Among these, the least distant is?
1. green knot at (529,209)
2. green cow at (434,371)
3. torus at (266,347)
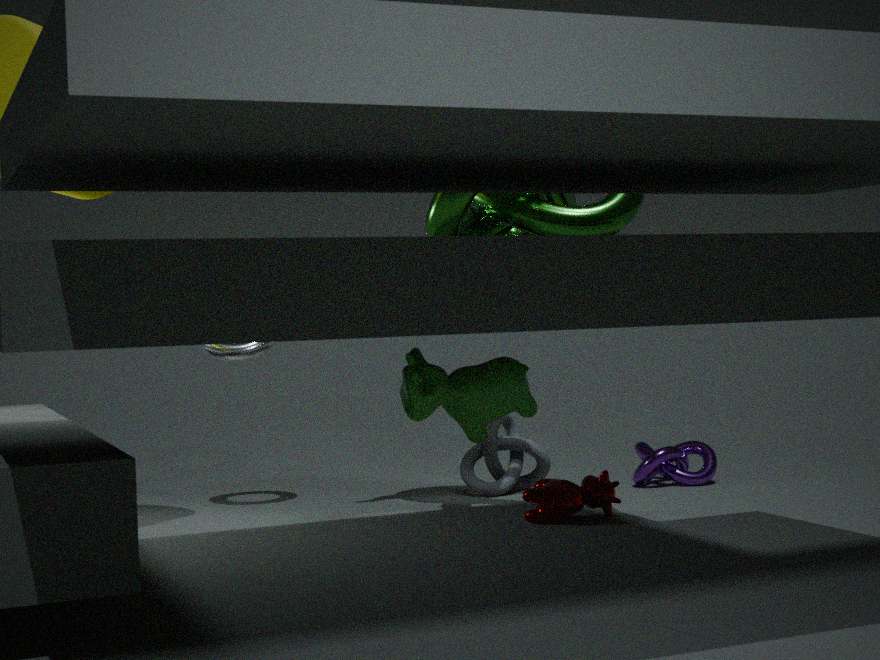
green cow at (434,371)
